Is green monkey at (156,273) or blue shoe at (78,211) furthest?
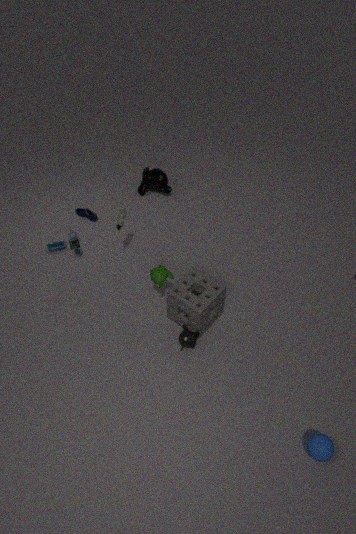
blue shoe at (78,211)
